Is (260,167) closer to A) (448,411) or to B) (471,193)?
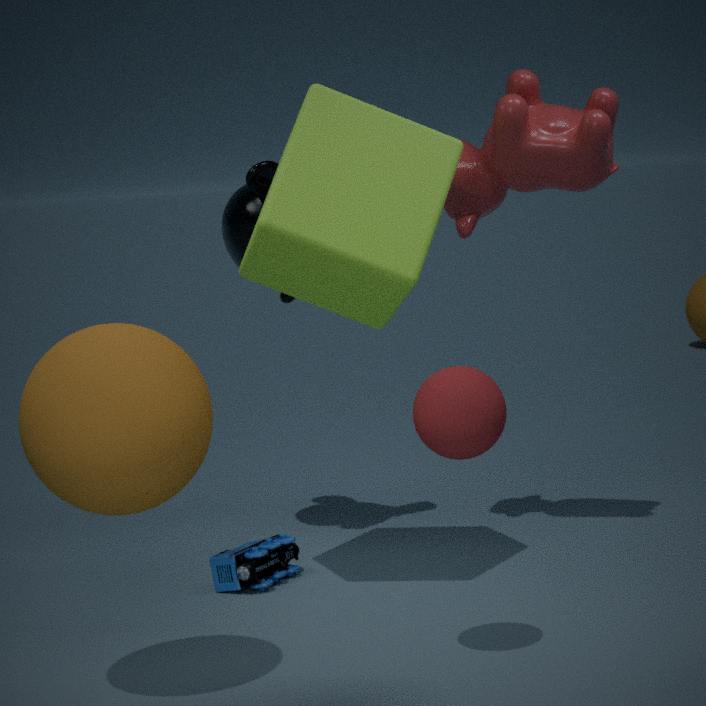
B) (471,193)
